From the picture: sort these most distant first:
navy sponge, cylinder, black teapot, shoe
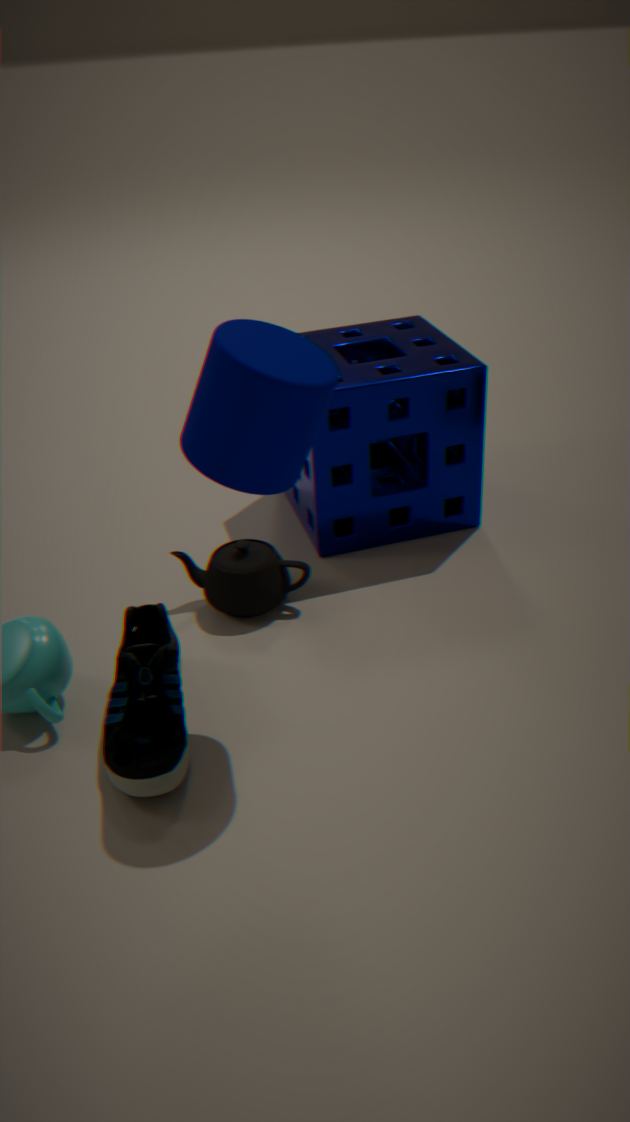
navy sponge → black teapot → shoe → cylinder
